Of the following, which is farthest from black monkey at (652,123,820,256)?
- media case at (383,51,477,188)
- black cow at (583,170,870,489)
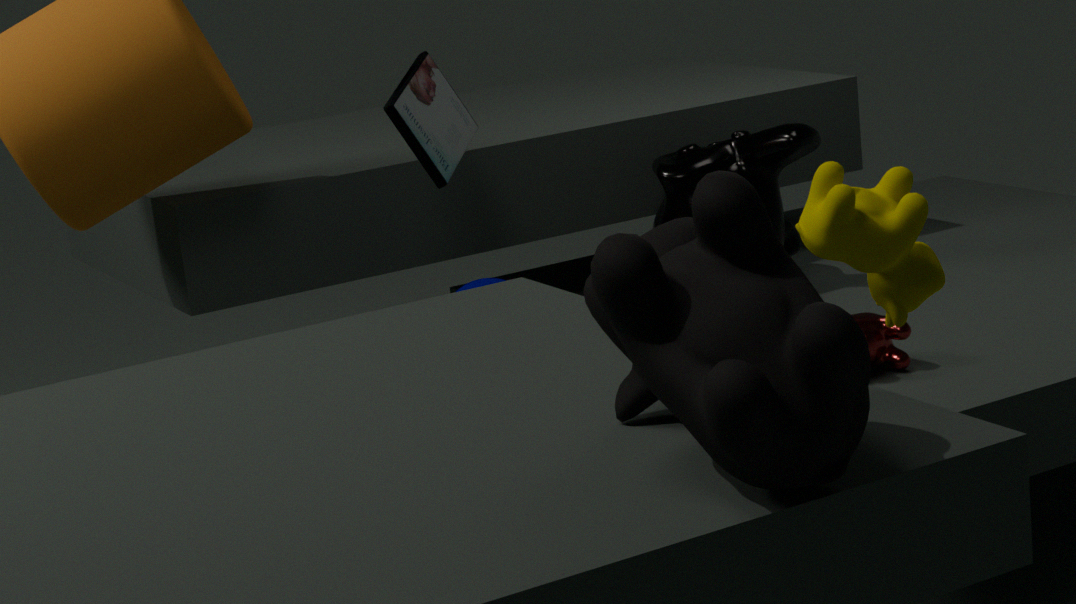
black cow at (583,170,870,489)
